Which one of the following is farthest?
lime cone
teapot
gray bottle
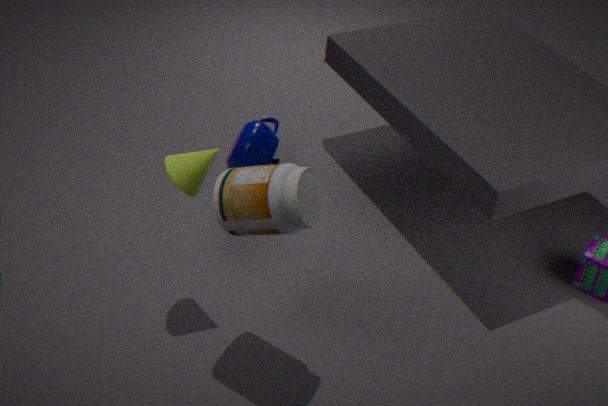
teapot
